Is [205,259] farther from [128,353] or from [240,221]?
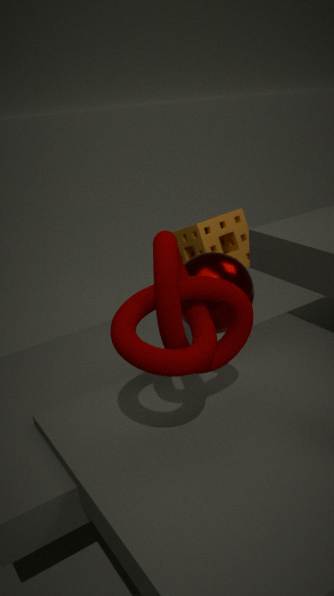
[240,221]
